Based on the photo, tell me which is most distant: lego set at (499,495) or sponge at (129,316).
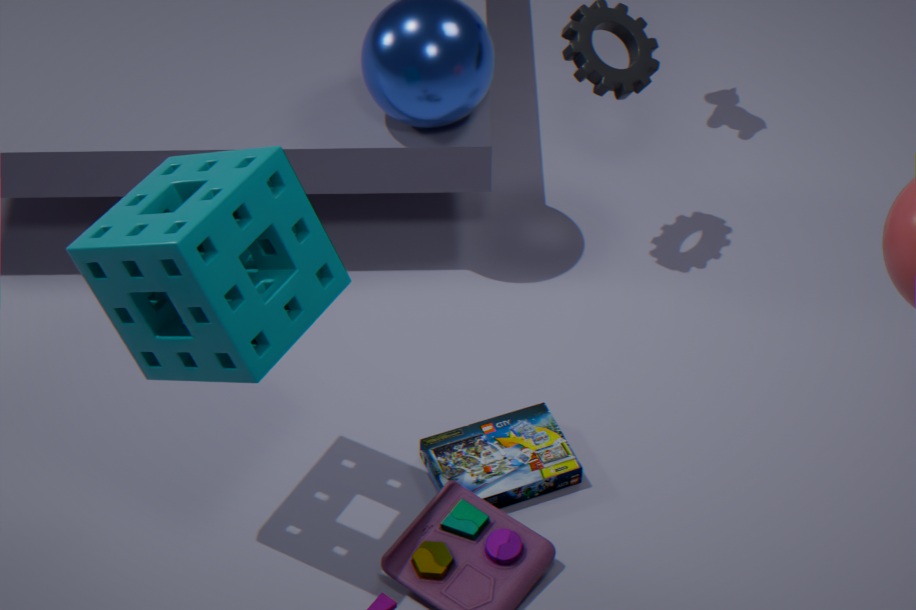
lego set at (499,495)
